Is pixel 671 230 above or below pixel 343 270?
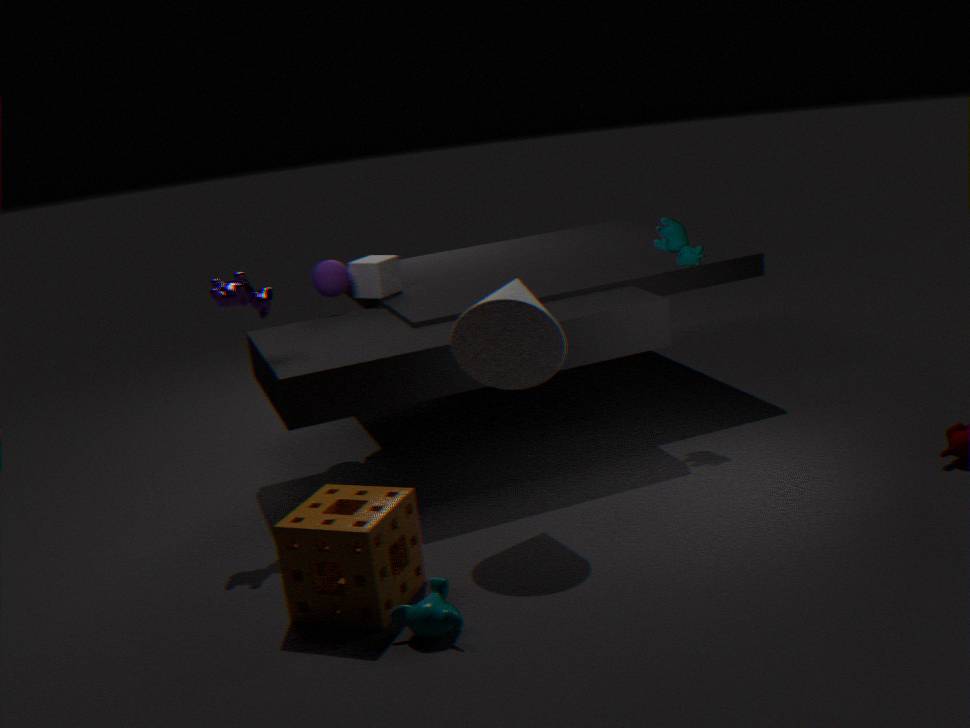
above
